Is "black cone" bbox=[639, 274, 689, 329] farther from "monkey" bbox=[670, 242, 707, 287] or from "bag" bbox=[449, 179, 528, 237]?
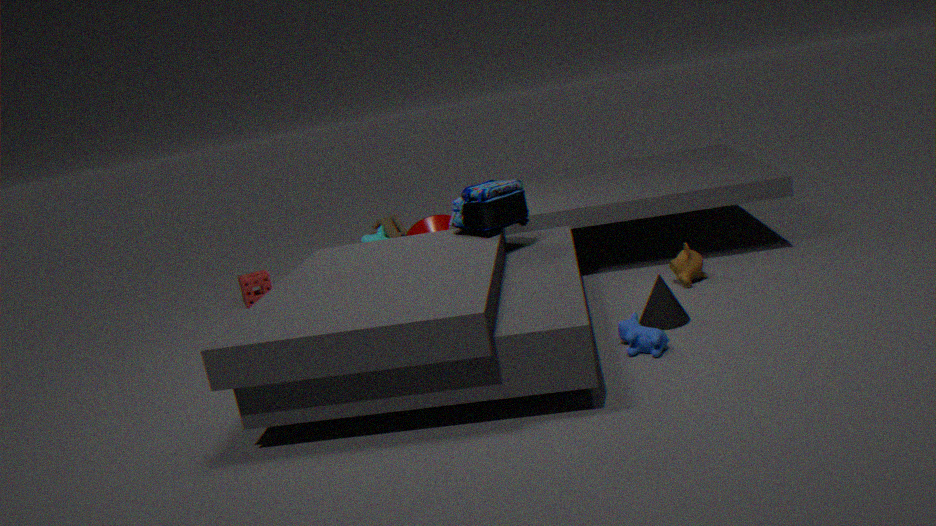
"bag" bbox=[449, 179, 528, 237]
